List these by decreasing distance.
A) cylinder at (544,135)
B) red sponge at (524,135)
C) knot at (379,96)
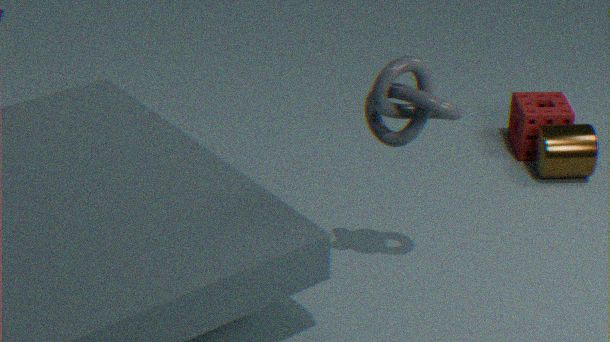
red sponge at (524,135) → cylinder at (544,135) → knot at (379,96)
